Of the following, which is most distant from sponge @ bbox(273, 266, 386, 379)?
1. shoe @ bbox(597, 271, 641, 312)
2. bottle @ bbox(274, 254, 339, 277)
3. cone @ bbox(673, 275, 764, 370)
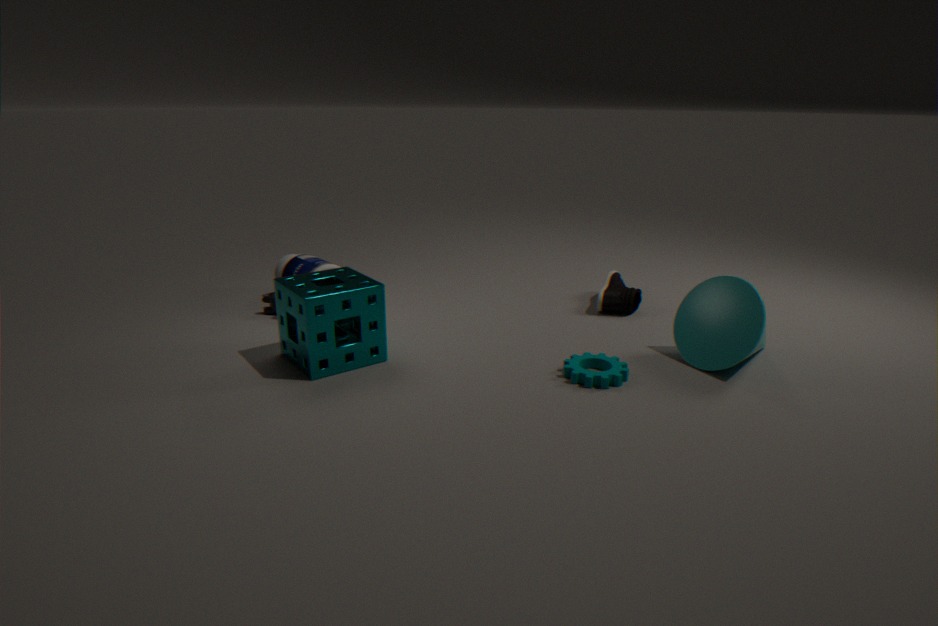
cone @ bbox(673, 275, 764, 370)
